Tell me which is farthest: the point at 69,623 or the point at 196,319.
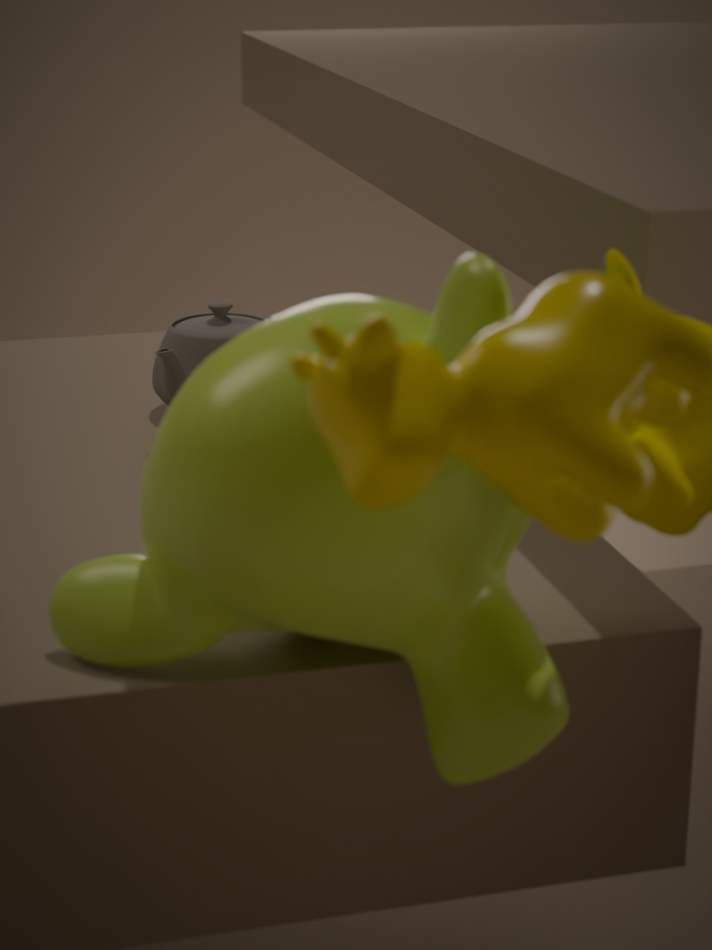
the point at 196,319
